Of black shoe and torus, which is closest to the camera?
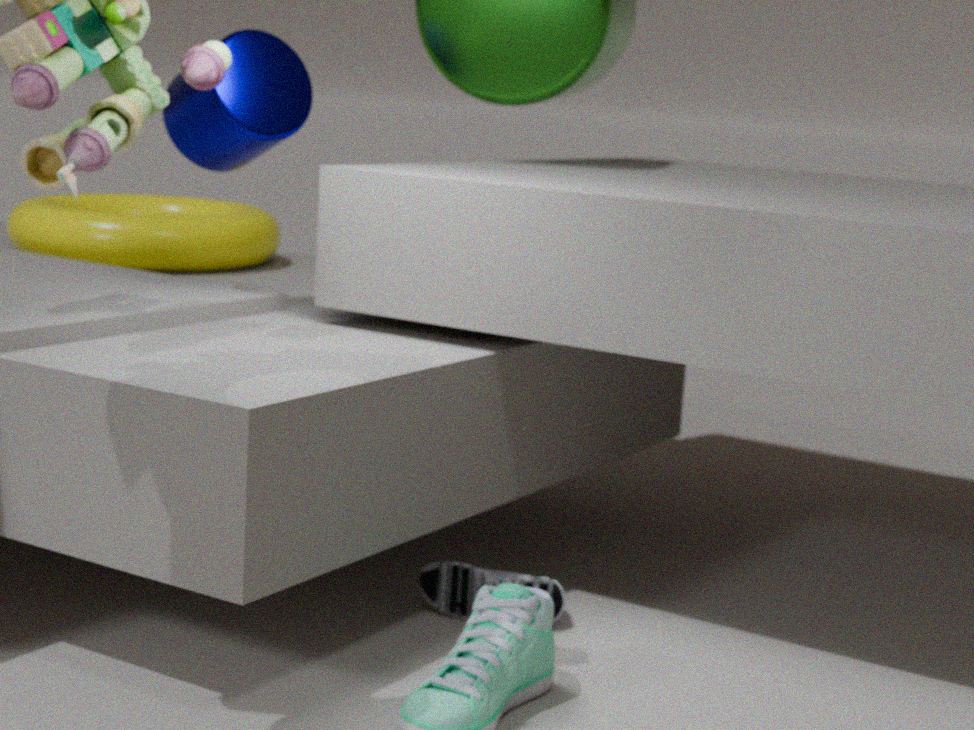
black shoe
